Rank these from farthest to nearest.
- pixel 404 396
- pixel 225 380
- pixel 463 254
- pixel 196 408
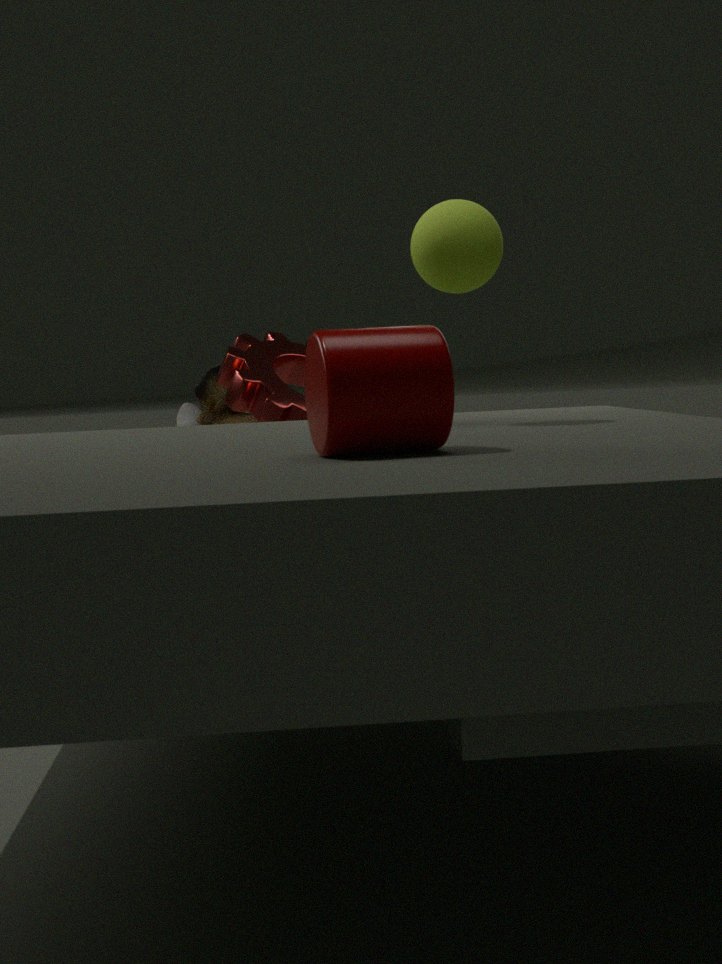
pixel 196 408 < pixel 225 380 < pixel 463 254 < pixel 404 396
